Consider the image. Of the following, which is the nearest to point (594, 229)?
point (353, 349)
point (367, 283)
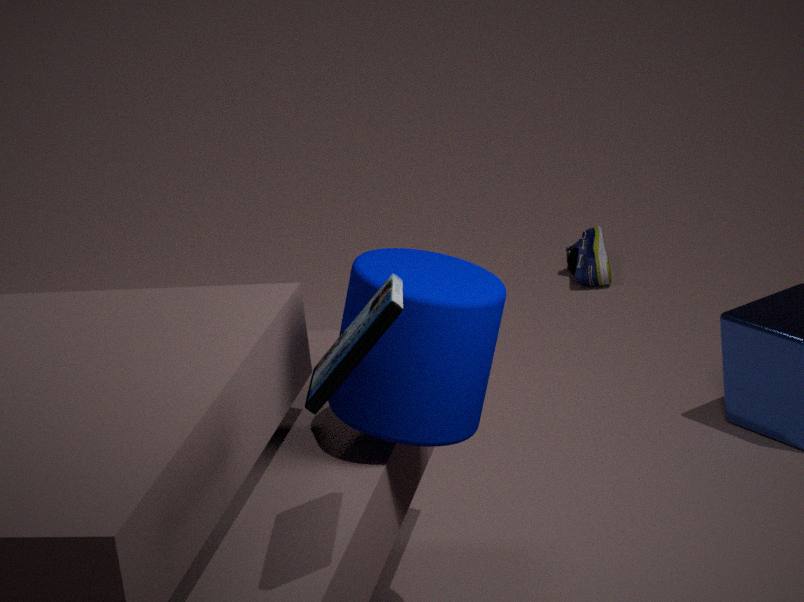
point (367, 283)
